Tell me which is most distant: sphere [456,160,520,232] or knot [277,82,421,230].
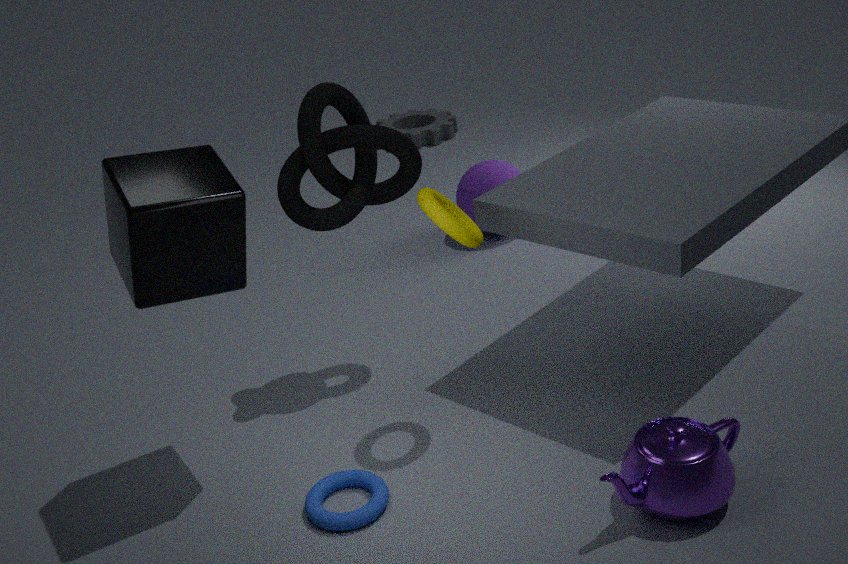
sphere [456,160,520,232]
